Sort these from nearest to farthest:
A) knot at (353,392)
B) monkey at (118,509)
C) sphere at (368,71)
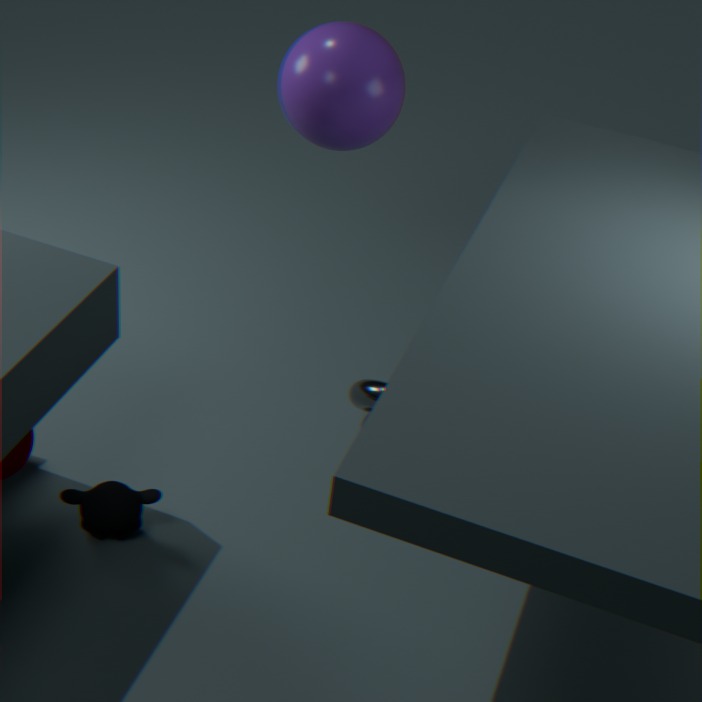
1. monkey at (118,509)
2. sphere at (368,71)
3. knot at (353,392)
